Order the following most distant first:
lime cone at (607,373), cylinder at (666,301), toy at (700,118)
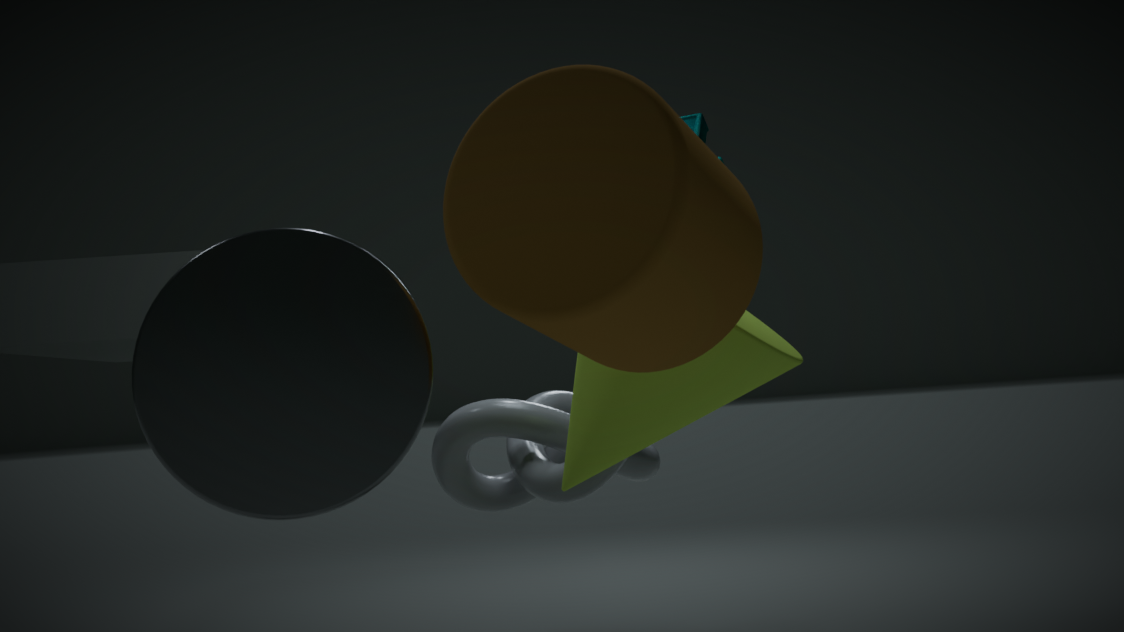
toy at (700,118)
lime cone at (607,373)
cylinder at (666,301)
